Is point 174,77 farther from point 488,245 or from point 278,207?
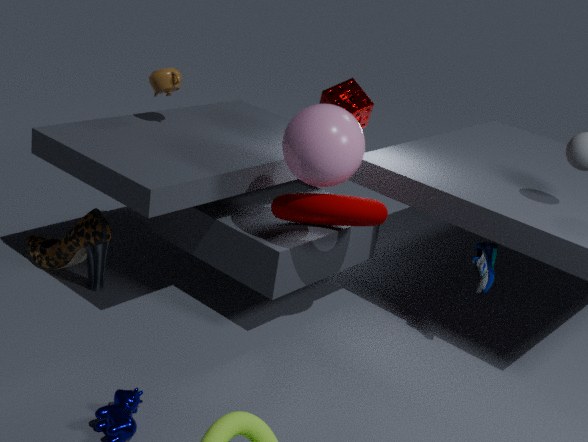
point 488,245
